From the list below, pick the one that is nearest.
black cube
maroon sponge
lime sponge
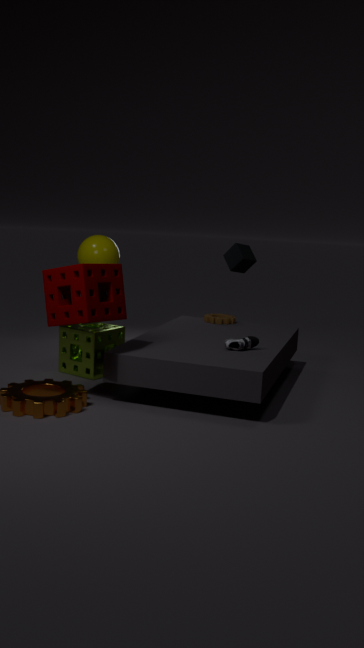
maroon sponge
